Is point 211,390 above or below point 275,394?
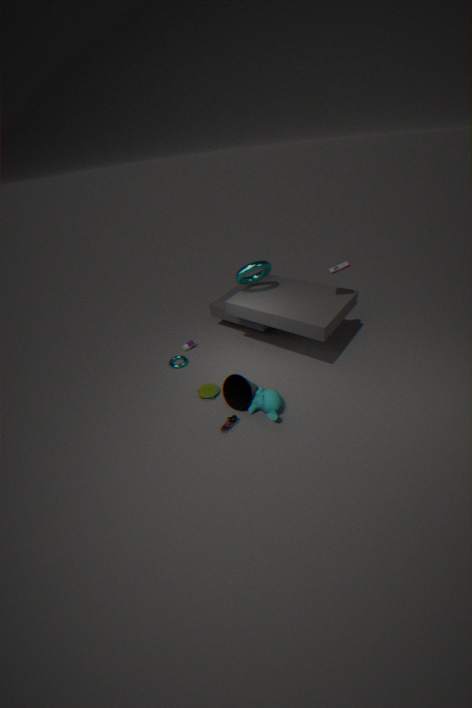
below
